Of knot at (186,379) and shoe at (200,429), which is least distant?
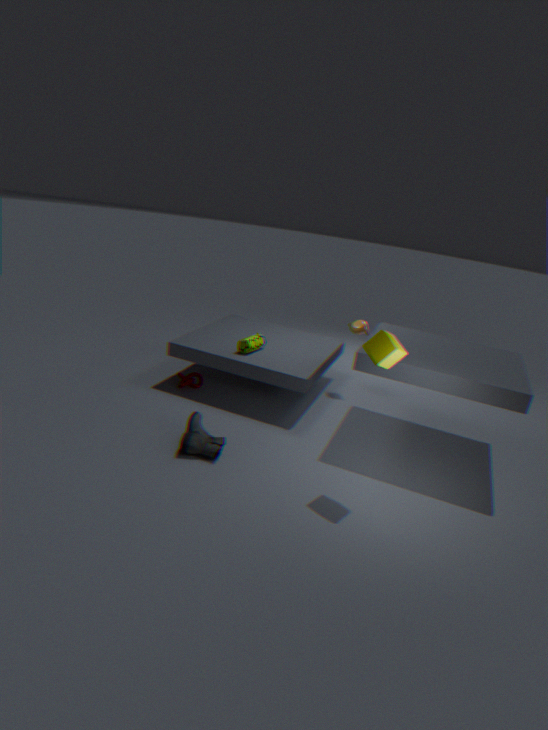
shoe at (200,429)
